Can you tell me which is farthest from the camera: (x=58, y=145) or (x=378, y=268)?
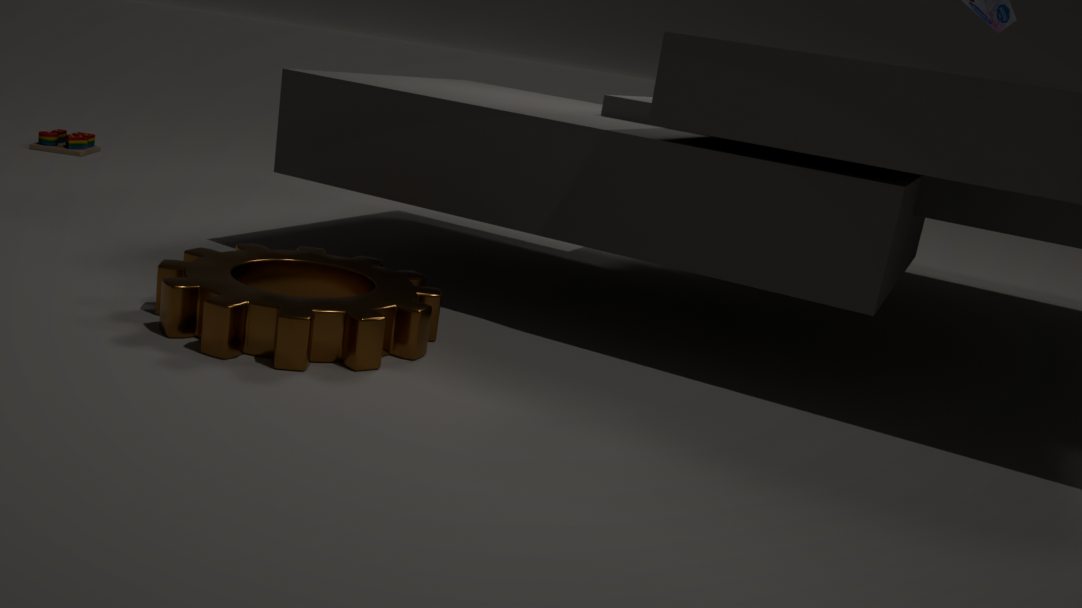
(x=58, y=145)
